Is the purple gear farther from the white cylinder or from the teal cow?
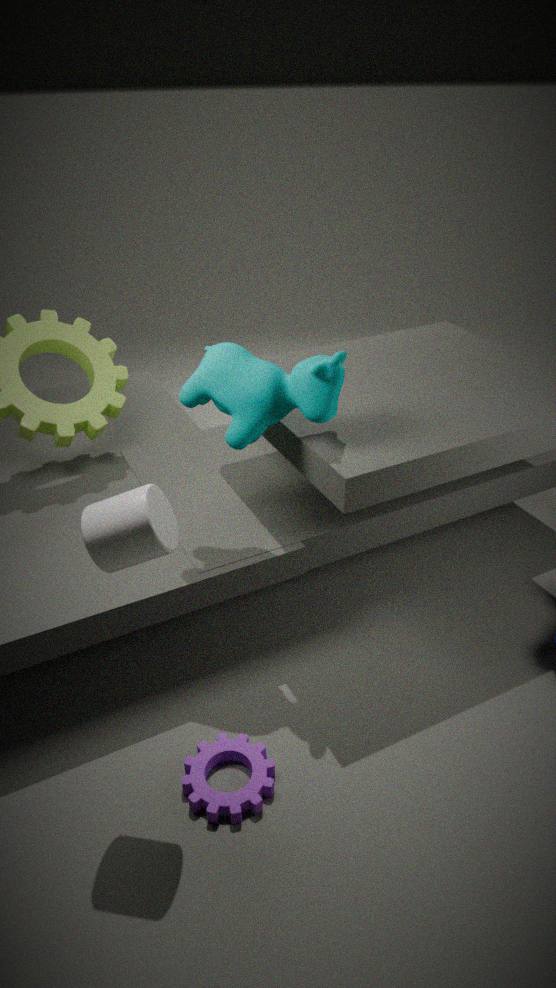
the teal cow
